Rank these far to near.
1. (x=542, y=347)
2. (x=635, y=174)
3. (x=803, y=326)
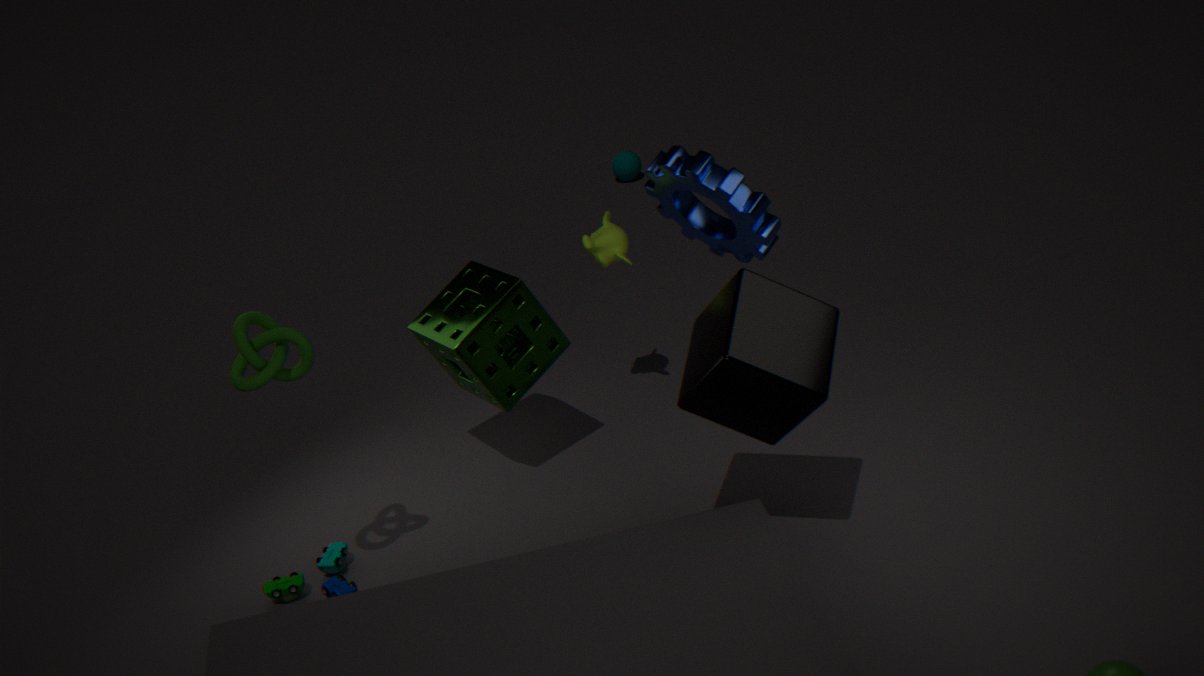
(x=635, y=174)
(x=542, y=347)
(x=803, y=326)
